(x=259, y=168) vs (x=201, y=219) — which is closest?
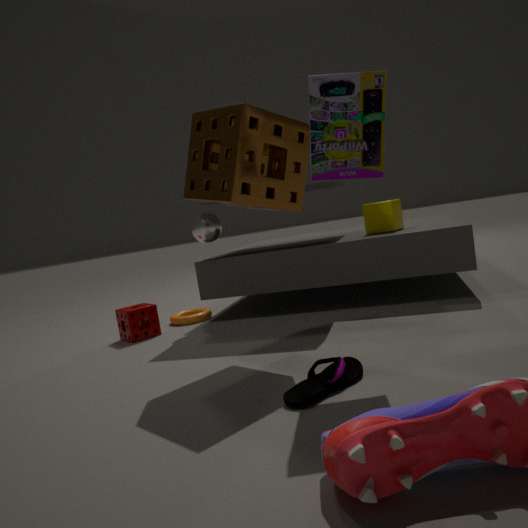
(x=259, y=168)
